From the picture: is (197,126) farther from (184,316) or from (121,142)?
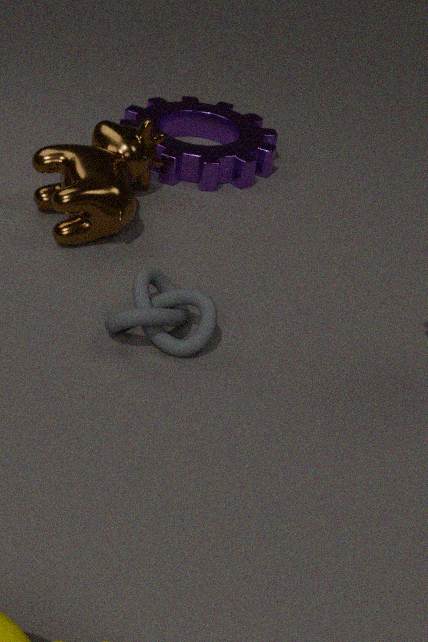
(184,316)
